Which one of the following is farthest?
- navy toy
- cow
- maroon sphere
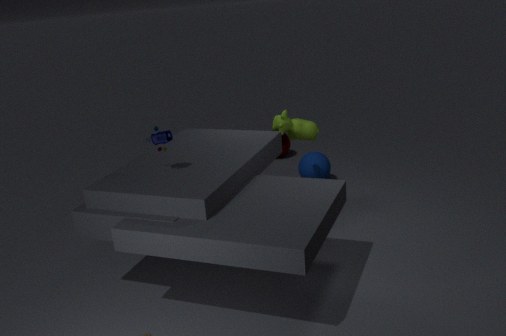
maroon sphere
